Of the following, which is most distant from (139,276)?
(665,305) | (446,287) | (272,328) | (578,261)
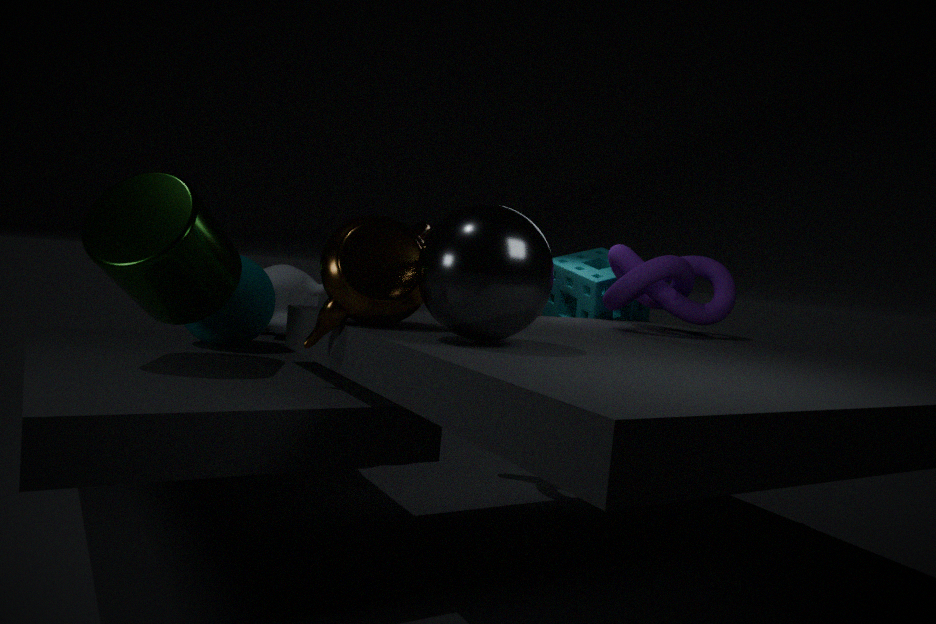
(578,261)
